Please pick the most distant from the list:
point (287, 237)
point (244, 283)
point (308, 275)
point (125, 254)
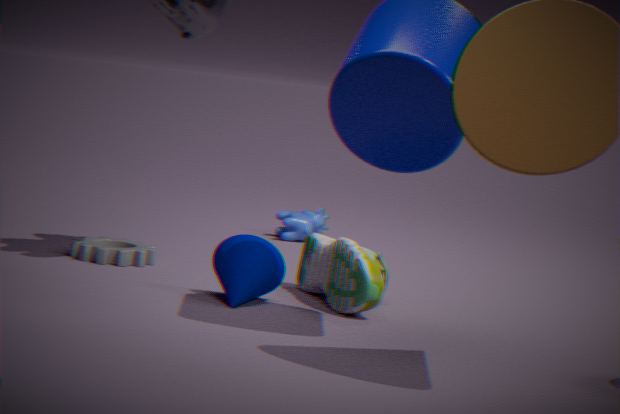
point (287, 237)
